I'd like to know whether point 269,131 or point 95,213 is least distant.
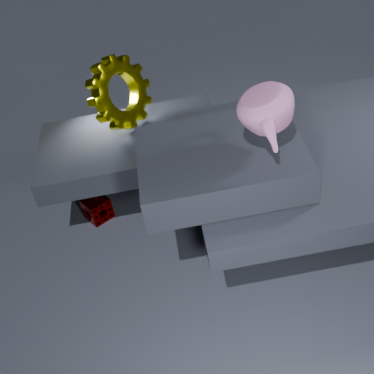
point 269,131
